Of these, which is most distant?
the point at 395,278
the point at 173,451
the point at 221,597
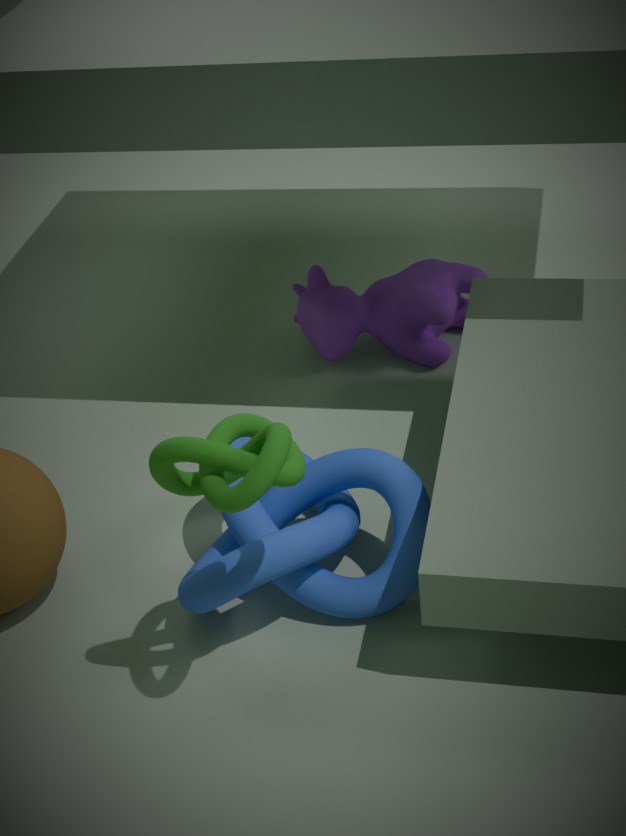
the point at 395,278
